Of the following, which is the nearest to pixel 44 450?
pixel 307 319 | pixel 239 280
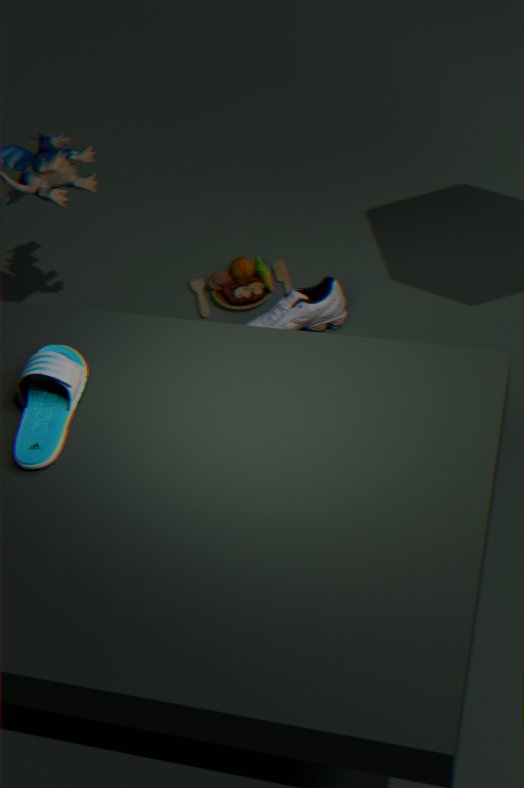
pixel 307 319
